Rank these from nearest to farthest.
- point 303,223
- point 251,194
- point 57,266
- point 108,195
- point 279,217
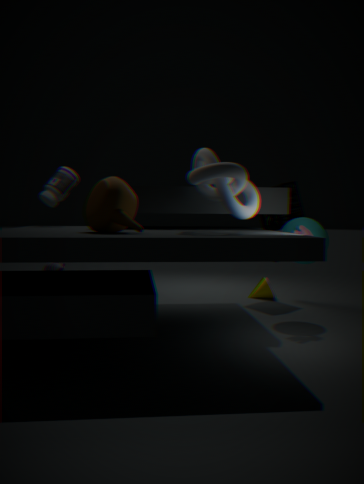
point 108,195
point 251,194
point 303,223
point 279,217
point 57,266
